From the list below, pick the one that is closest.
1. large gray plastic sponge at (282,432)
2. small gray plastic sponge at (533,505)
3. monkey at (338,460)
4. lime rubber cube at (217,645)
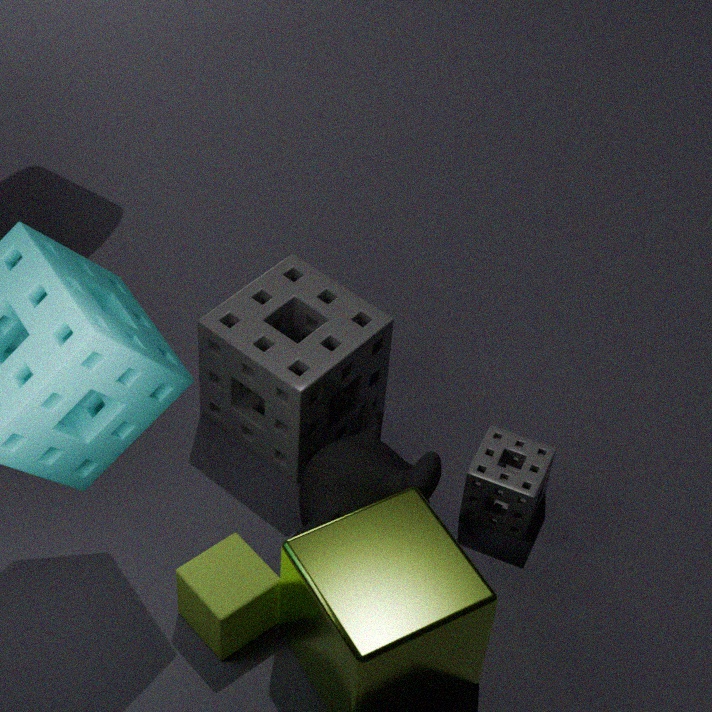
lime rubber cube at (217,645)
